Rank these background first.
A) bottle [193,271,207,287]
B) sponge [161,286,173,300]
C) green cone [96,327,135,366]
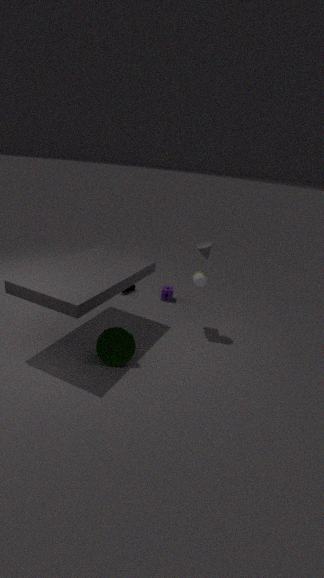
B. sponge [161,286,173,300], A. bottle [193,271,207,287], C. green cone [96,327,135,366]
